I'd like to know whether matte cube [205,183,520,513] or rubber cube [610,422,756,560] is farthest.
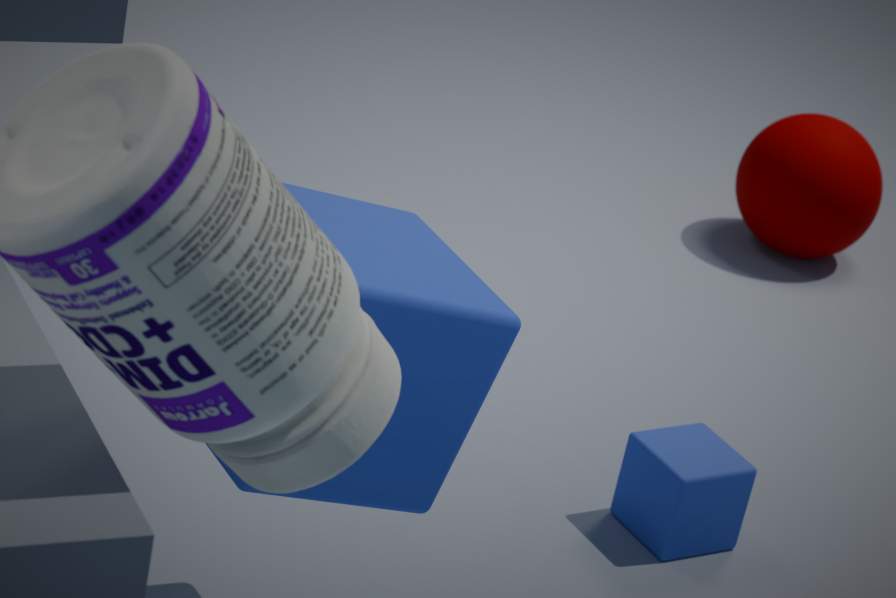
rubber cube [610,422,756,560]
